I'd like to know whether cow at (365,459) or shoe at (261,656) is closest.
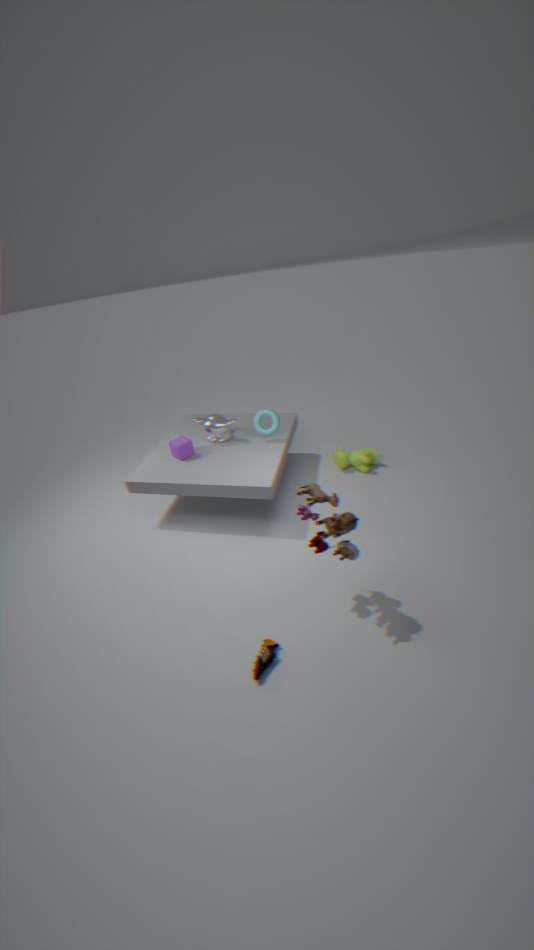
shoe at (261,656)
